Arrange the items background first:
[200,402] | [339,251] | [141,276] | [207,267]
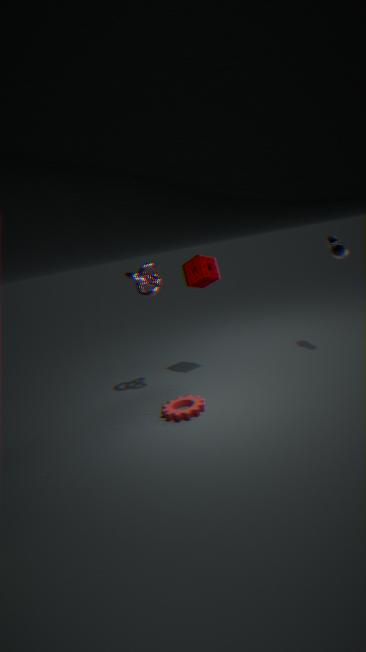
1. [207,267]
2. [339,251]
3. [141,276]
4. [200,402]
